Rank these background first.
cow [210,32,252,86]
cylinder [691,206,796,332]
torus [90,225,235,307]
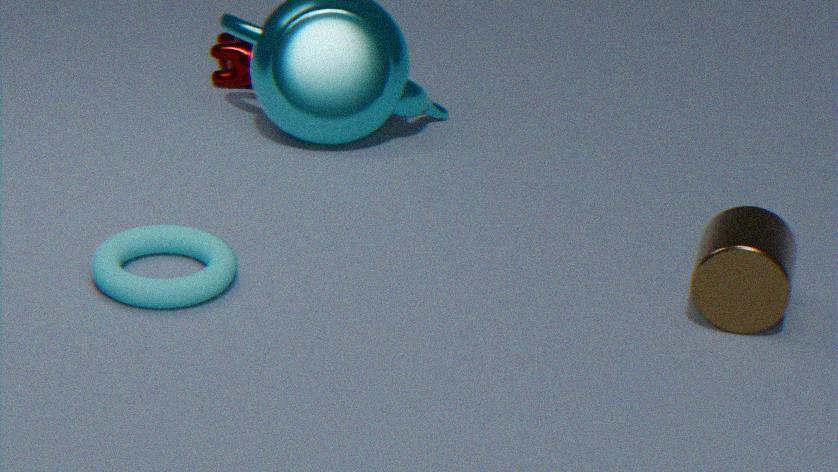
cow [210,32,252,86] < torus [90,225,235,307] < cylinder [691,206,796,332]
